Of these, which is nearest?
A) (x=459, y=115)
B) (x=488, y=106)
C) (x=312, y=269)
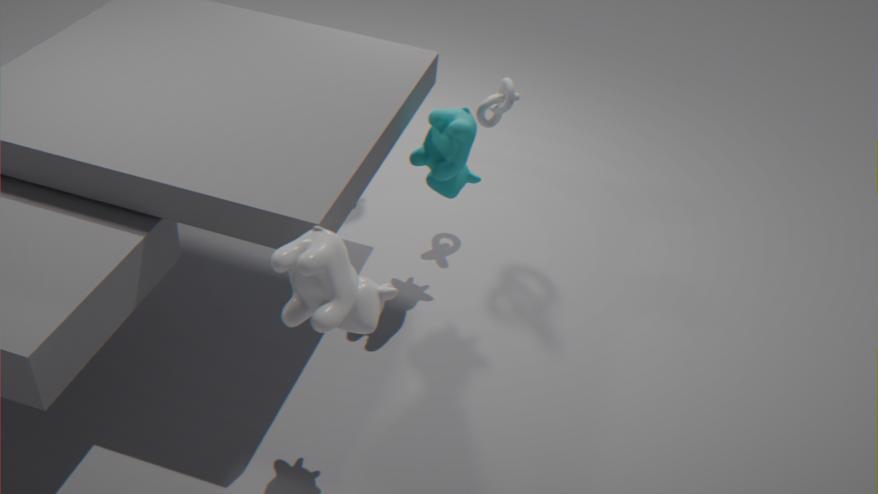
(x=312, y=269)
